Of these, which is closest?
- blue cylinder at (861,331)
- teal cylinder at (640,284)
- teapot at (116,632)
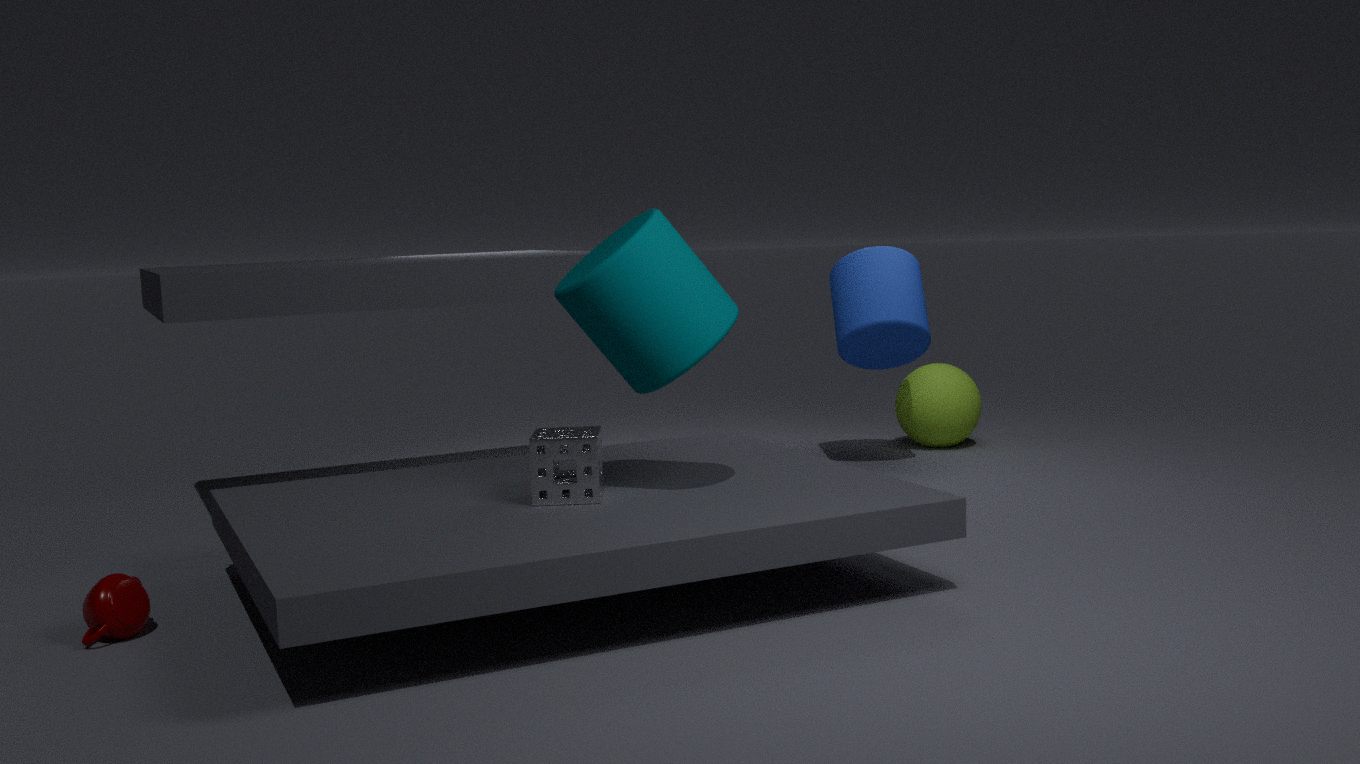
teapot at (116,632)
